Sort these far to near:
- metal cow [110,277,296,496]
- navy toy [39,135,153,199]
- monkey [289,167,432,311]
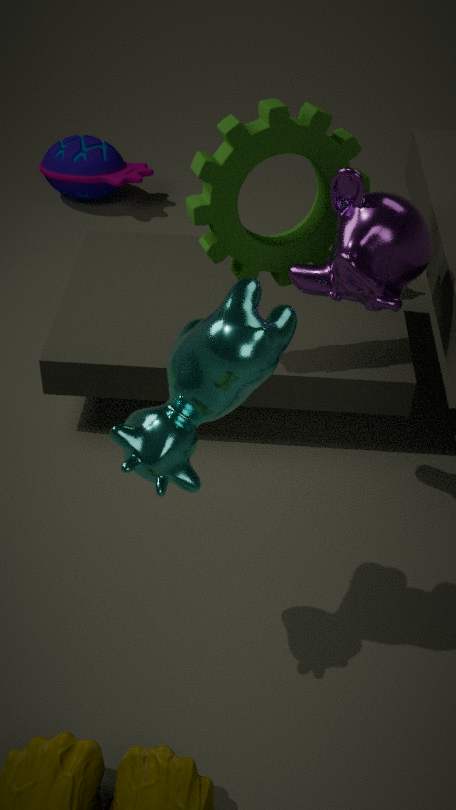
navy toy [39,135,153,199], monkey [289,167,432,311], metal cow [110,277,296,496]
